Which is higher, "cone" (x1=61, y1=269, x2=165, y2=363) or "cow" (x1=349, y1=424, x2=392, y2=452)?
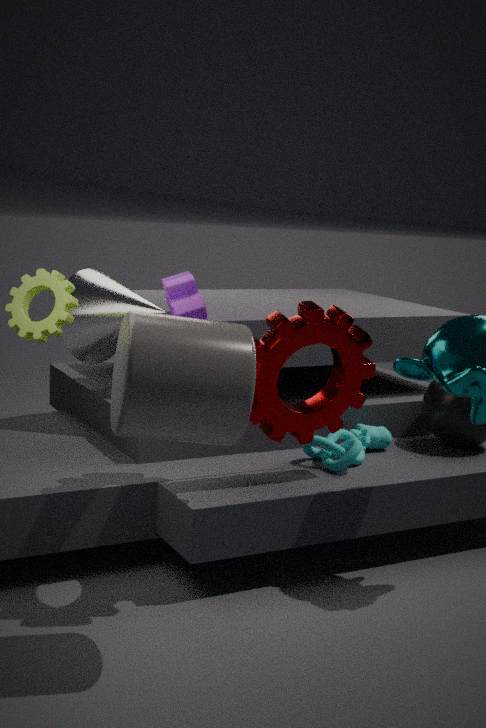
"cone" (x1=61, y1=269, x2=165, y2=363)
